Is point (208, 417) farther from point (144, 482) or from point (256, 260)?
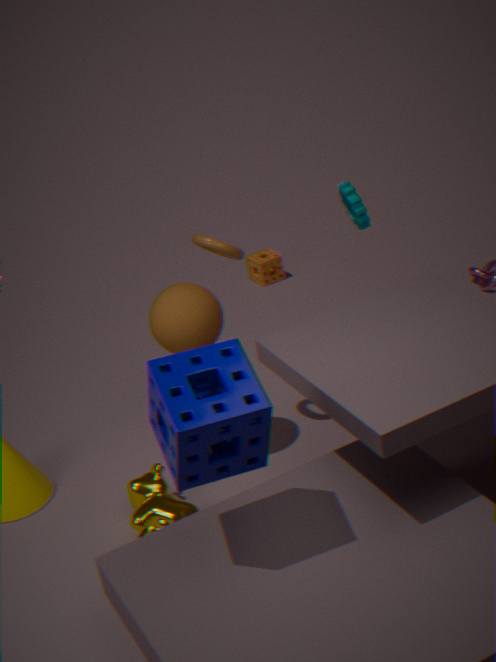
point (256, 260)
